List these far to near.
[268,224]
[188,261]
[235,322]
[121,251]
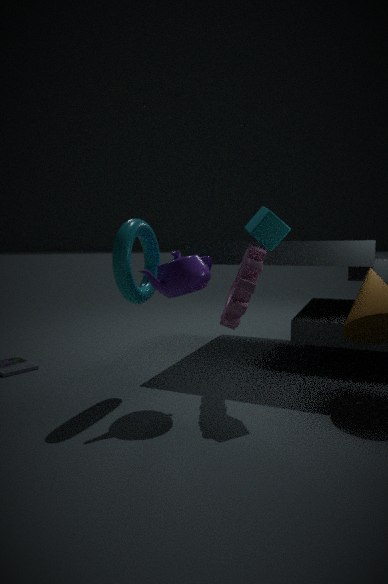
[268,224] → [235,322] → [188,261] → [121,251]
